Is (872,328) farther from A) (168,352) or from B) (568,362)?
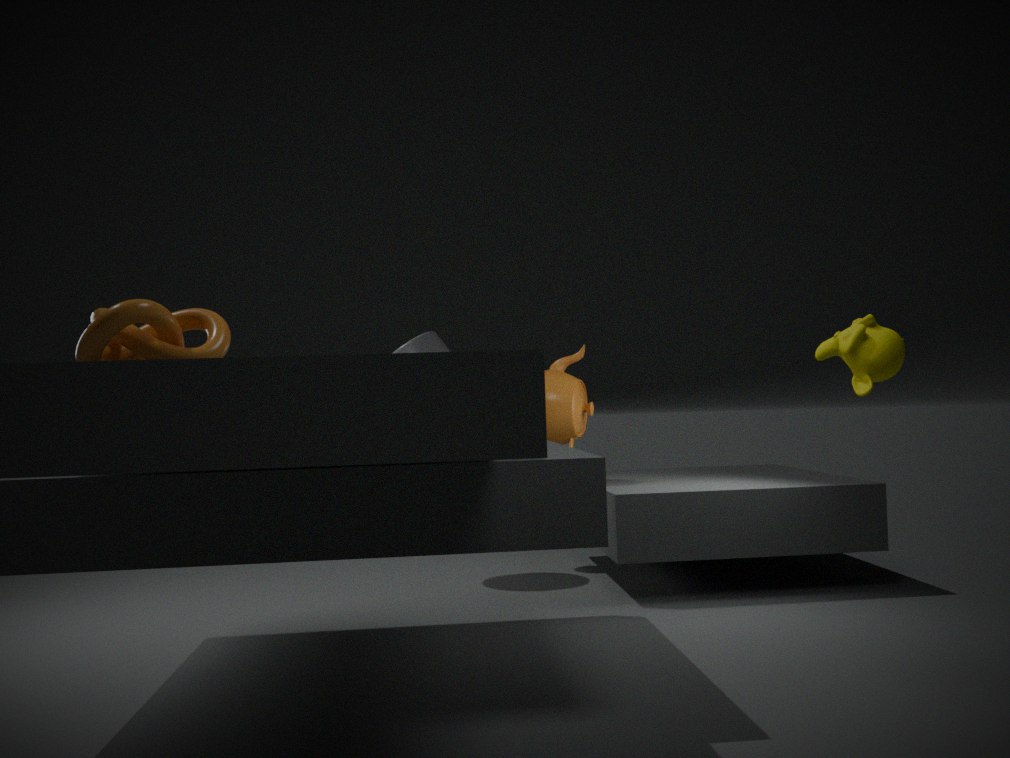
B) (568,362)
